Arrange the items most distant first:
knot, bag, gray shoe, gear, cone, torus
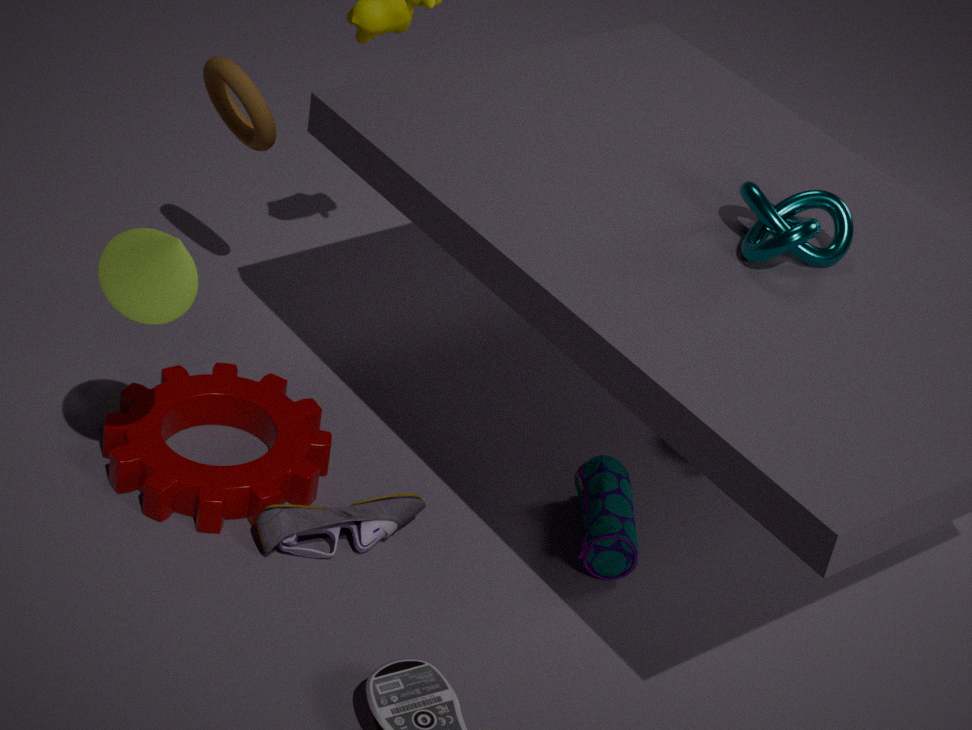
torus
bag
gear
gray shoe
knot
cone
